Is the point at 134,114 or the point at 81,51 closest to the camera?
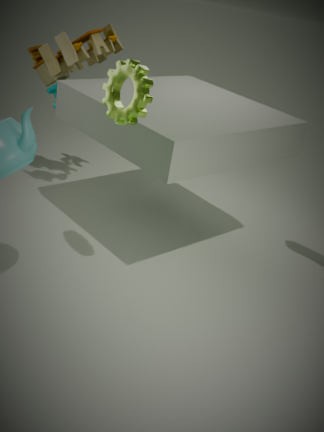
the point at 134,114
